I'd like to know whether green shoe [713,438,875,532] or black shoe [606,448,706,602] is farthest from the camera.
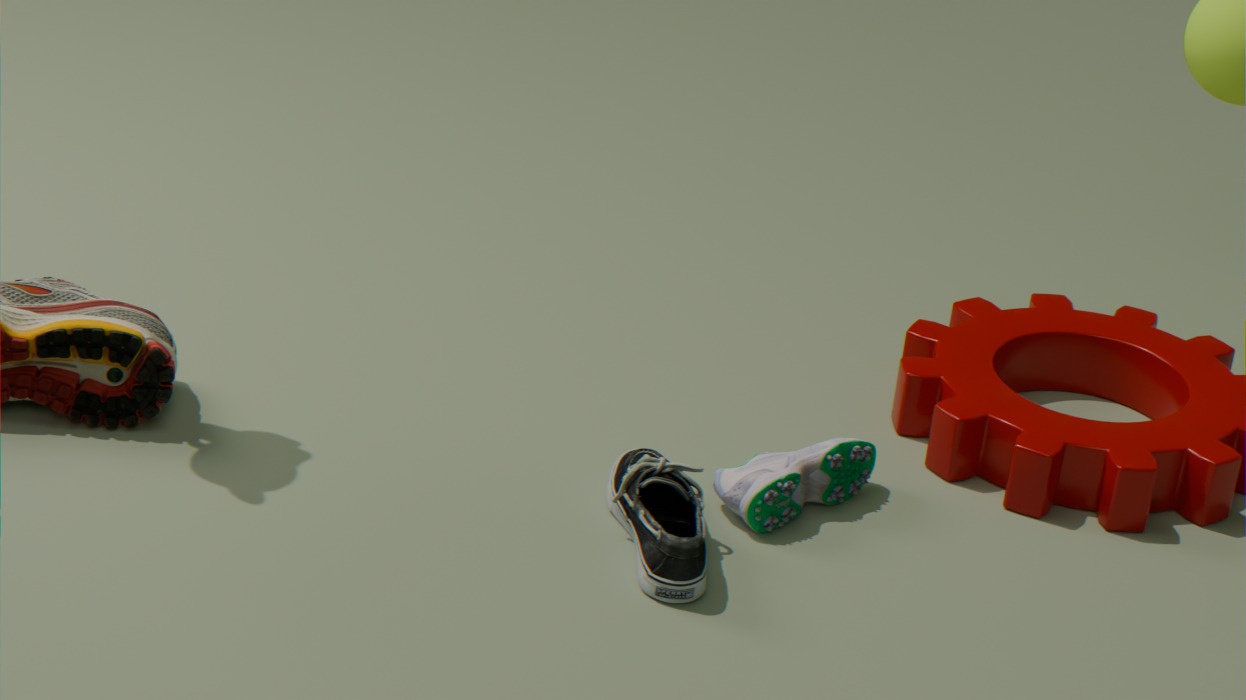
green shoe [713,438,875,532]
